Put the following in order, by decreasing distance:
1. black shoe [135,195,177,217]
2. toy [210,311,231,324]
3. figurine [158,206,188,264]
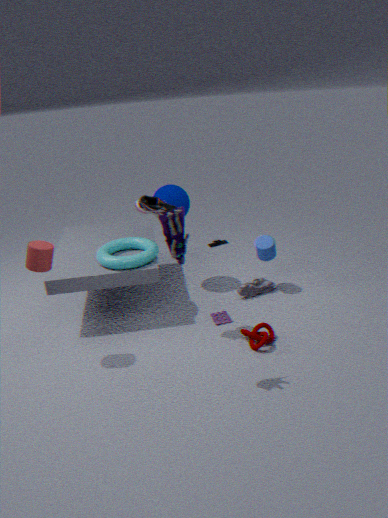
toy [210,311,231,324] < black shoe [135,195,177,217] < figurine [158,206,188,264]
